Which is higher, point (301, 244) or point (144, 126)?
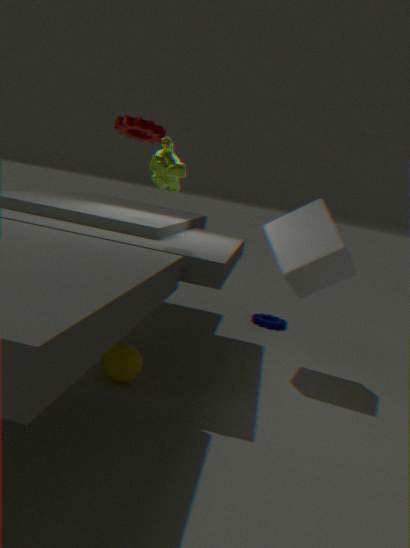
point (144, 126)
